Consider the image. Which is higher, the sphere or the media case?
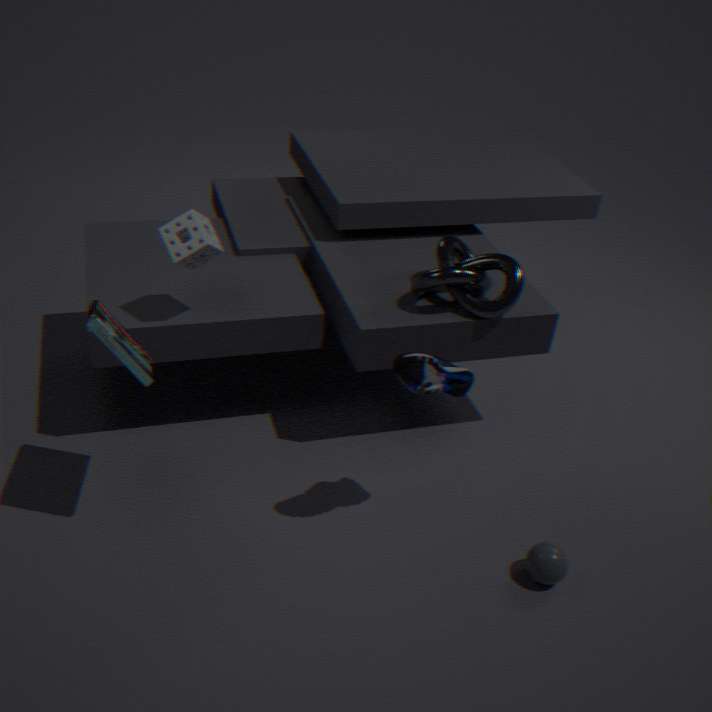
the media case
